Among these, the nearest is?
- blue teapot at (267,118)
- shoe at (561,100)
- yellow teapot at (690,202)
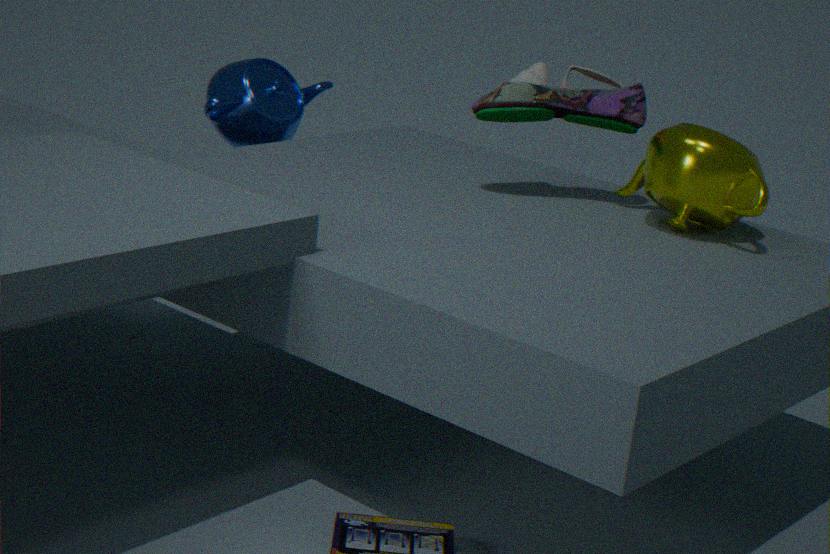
yellow teapot at (690,202)
